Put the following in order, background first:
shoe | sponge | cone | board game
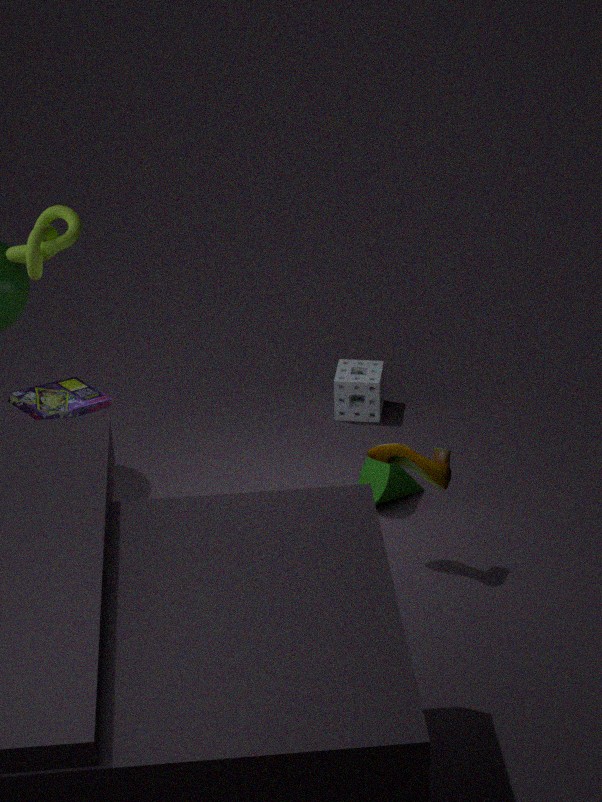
1. sponge
2. cone
3. shoe
4. board game
